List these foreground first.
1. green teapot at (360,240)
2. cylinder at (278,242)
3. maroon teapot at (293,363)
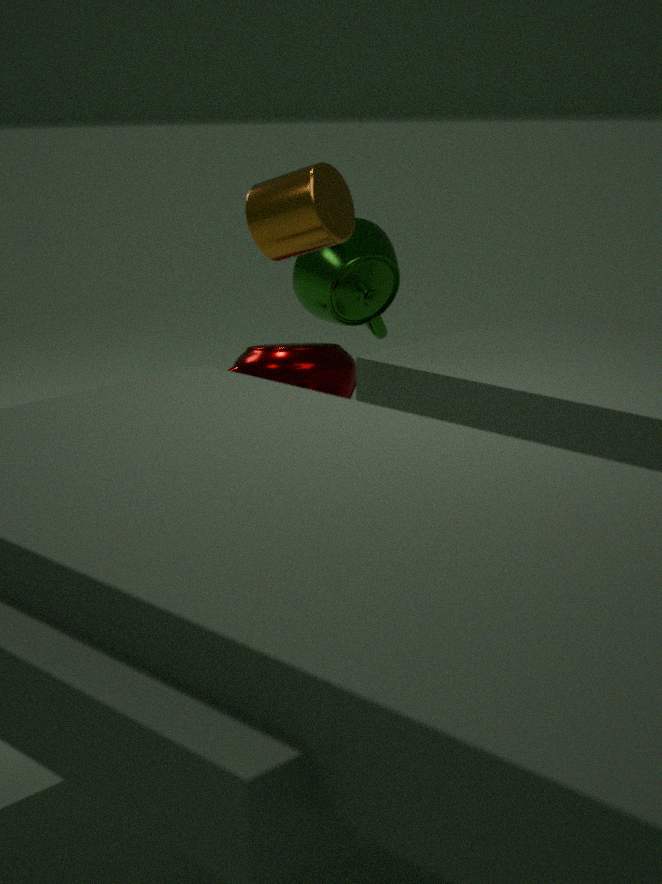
cylinder at (278,242) → maroon teapot at (293,363) → green teapot at (360,240)
